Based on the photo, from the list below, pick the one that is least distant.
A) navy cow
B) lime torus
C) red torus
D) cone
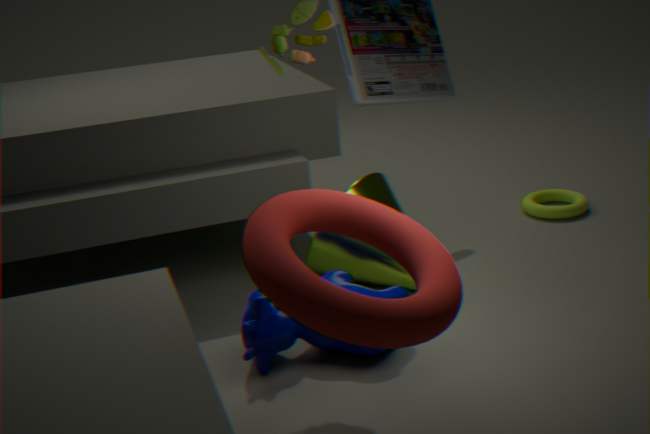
red torus
